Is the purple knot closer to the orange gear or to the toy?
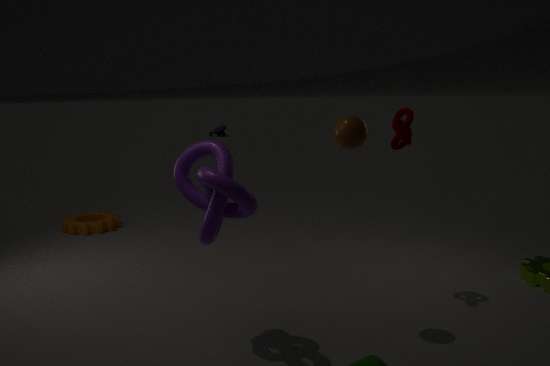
the orange gear
